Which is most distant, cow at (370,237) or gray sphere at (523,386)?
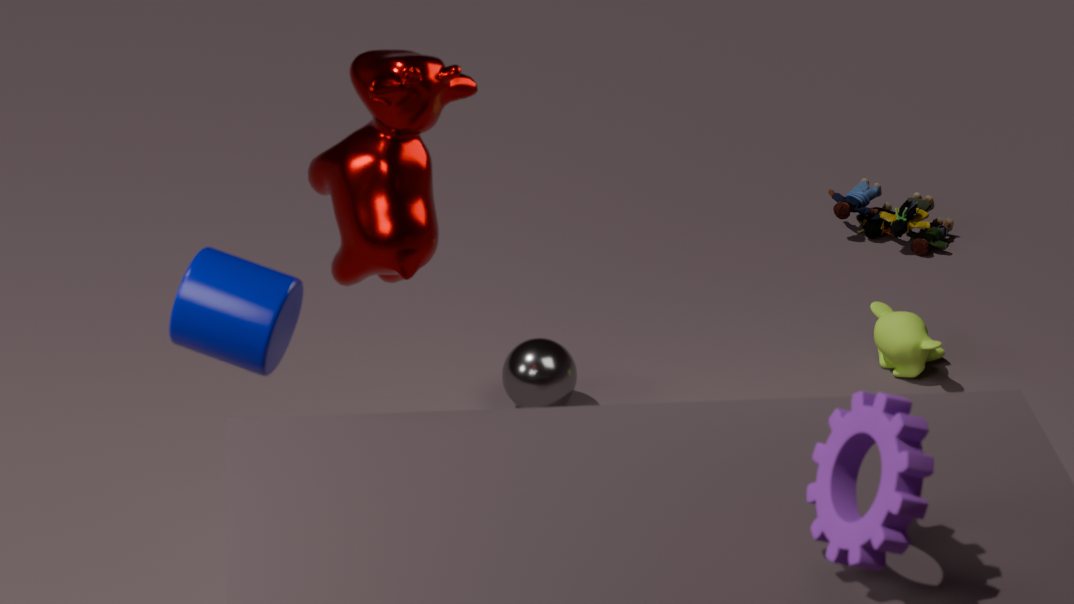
gray sphere at (523,386)
